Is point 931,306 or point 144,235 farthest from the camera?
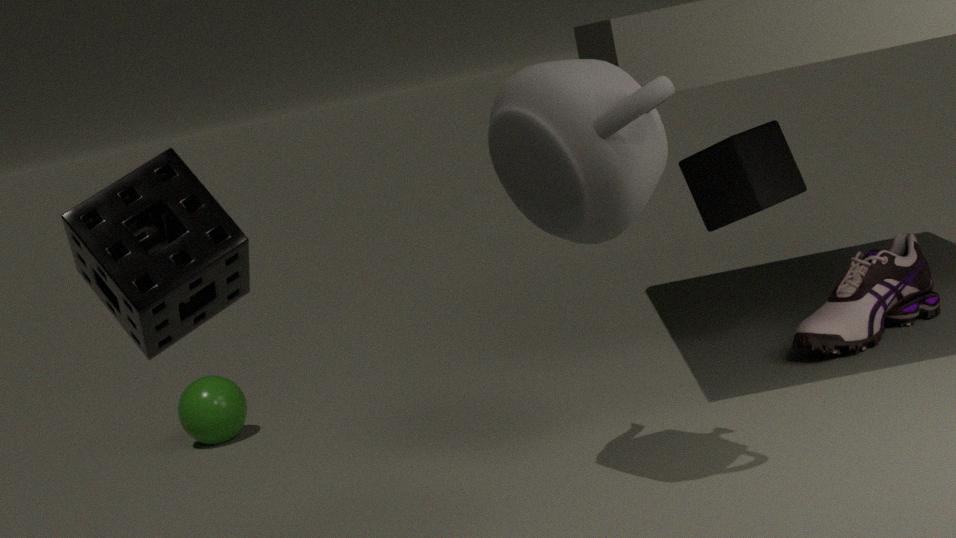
point 931,306
